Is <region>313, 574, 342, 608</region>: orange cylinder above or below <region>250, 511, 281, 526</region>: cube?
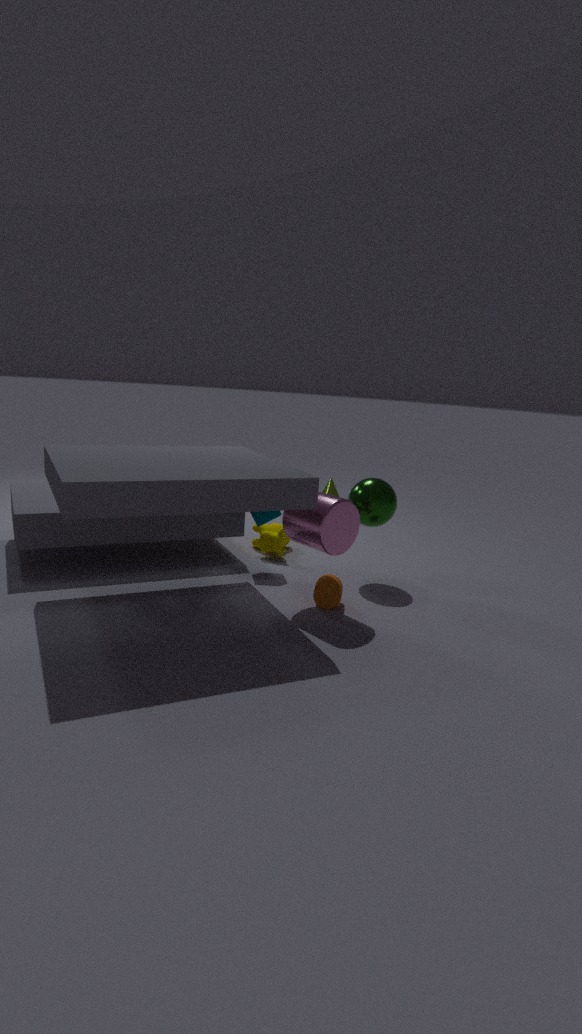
below
